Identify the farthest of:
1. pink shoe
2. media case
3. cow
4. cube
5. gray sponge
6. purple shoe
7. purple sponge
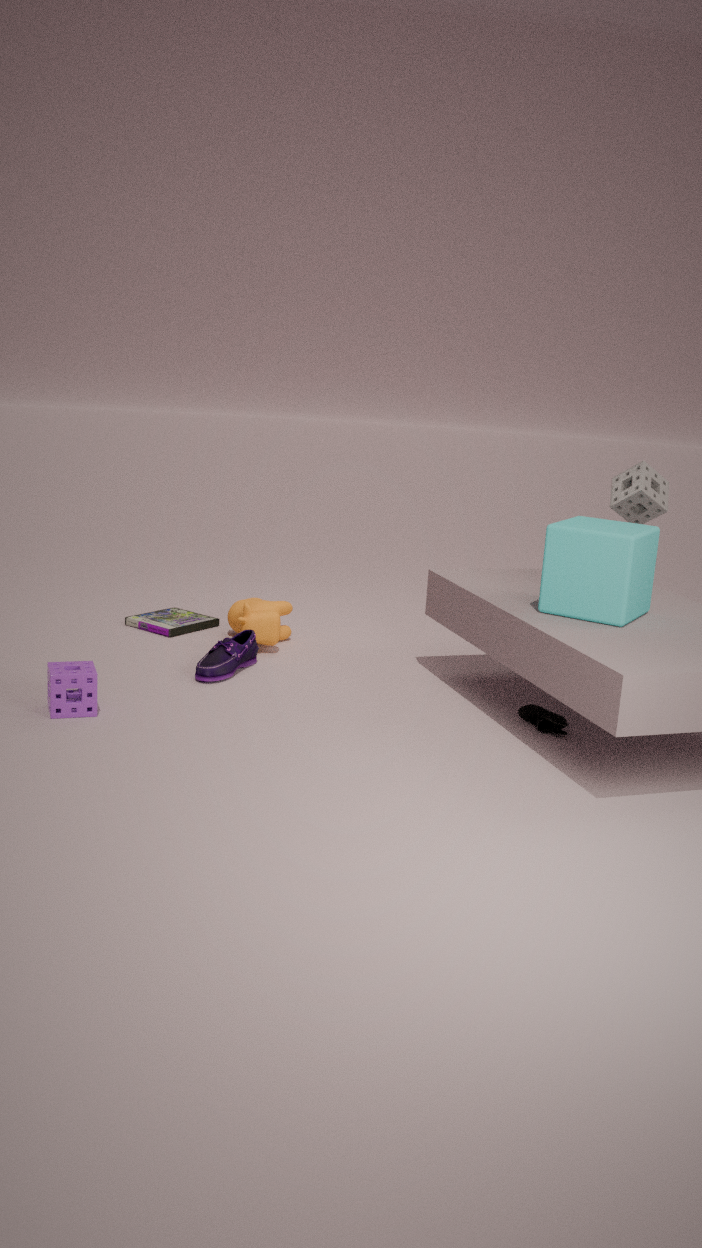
media case
